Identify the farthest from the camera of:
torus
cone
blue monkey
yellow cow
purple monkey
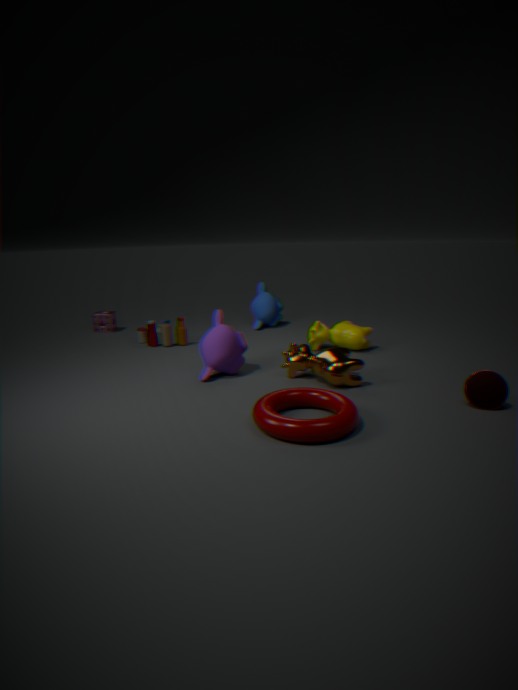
blue monkey
